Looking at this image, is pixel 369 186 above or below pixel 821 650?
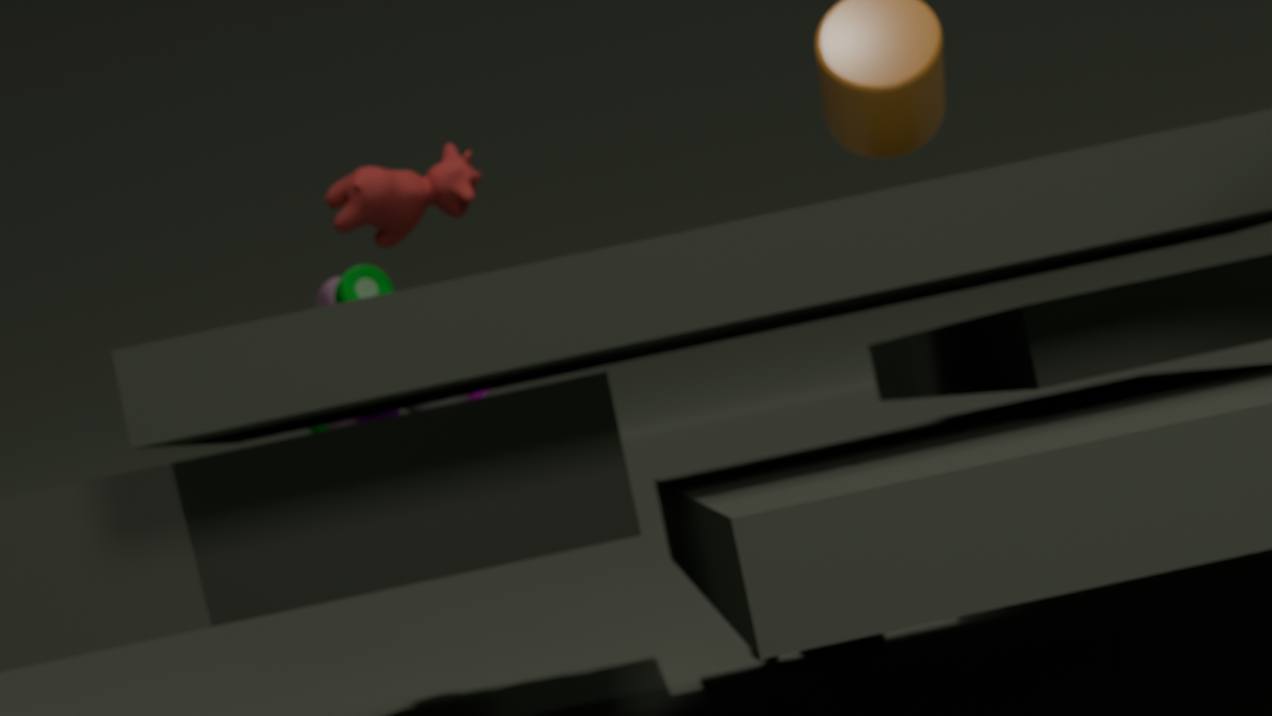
above
